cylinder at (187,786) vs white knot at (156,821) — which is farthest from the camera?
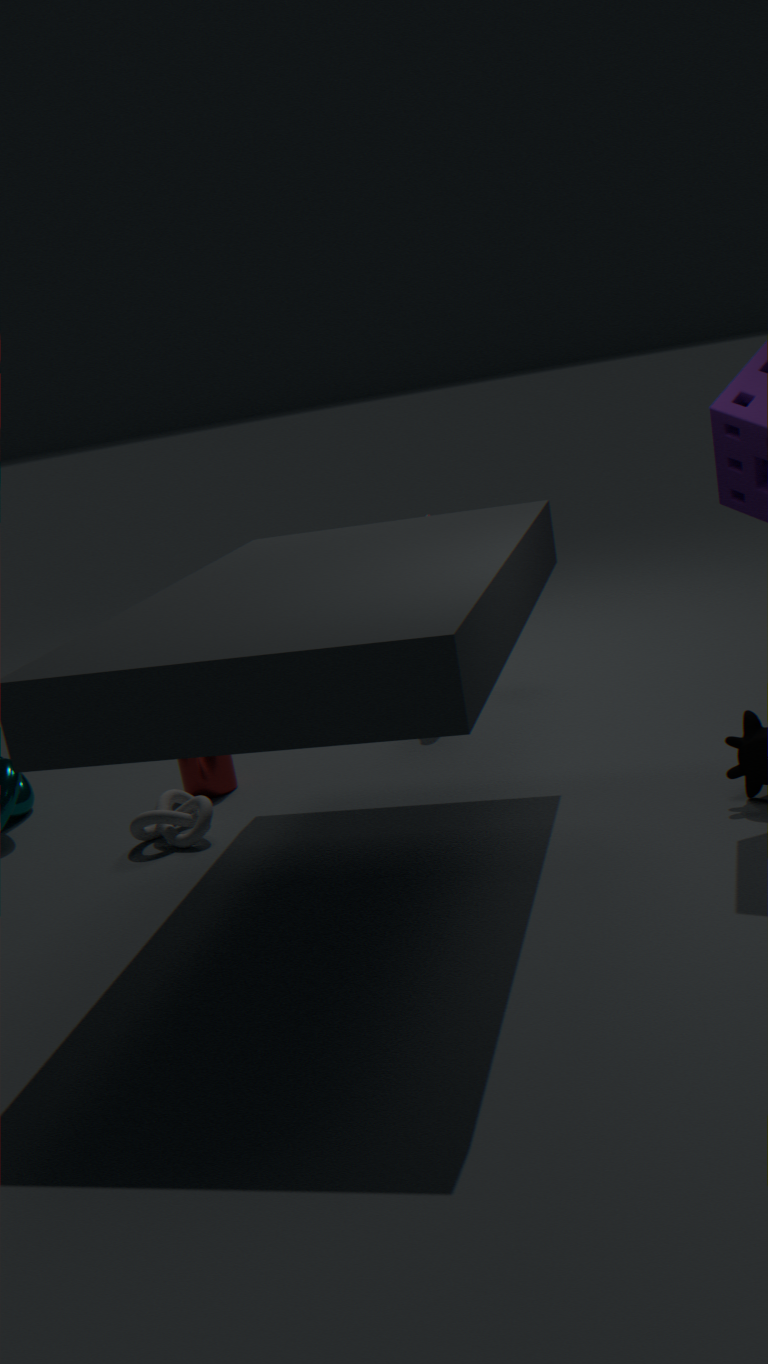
cylinder at (187,786)
